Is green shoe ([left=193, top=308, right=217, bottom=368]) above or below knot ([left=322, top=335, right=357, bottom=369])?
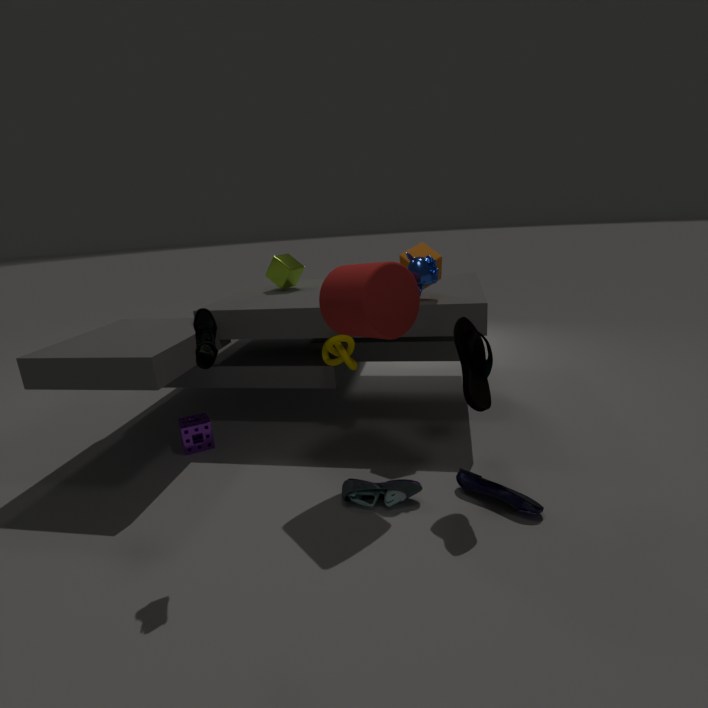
above
